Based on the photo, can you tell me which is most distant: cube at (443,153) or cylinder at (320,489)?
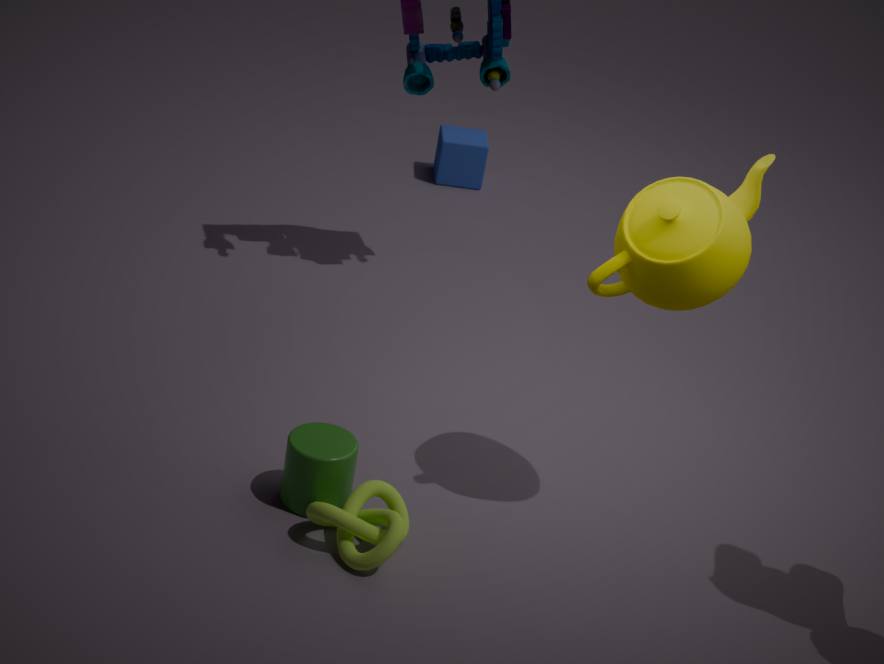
cube at (443,153)
